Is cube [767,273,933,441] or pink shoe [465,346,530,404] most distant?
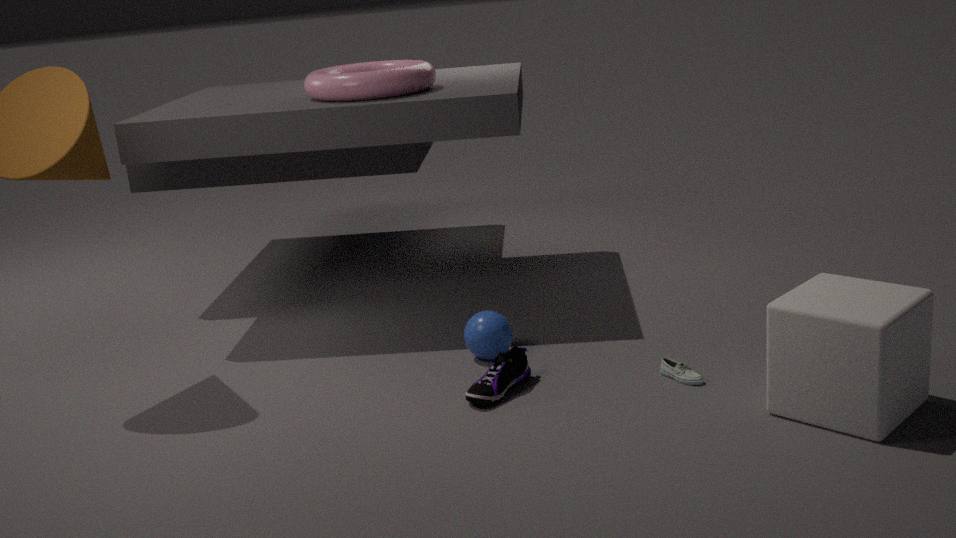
pink shoe [465,346,530,404]
